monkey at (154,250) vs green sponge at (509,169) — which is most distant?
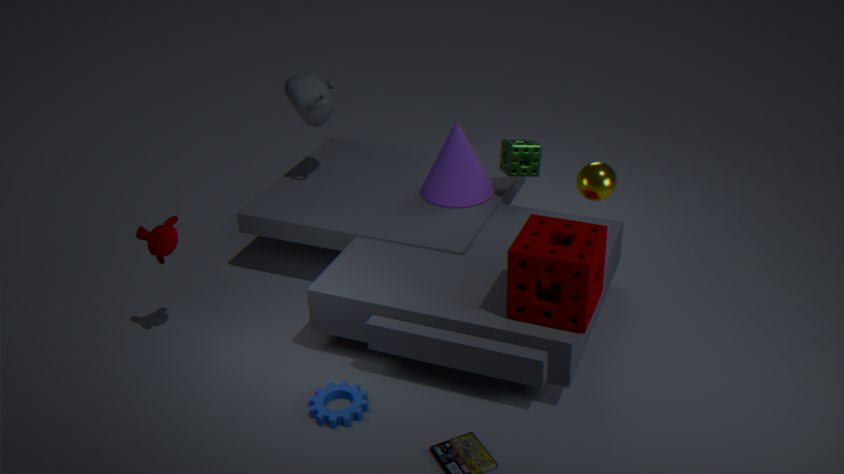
green sponge at (509,169)
